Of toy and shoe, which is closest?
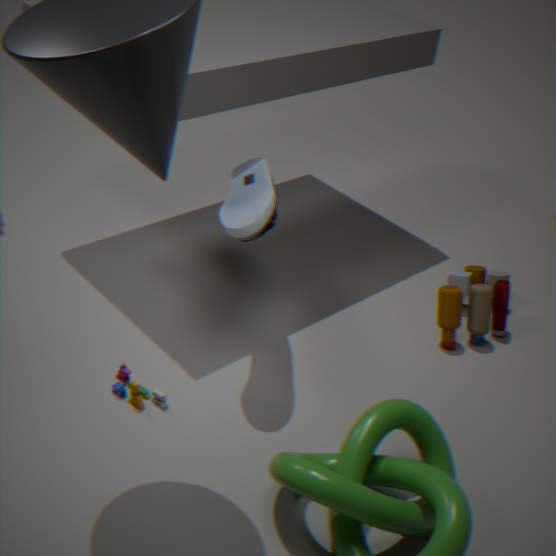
shoe
